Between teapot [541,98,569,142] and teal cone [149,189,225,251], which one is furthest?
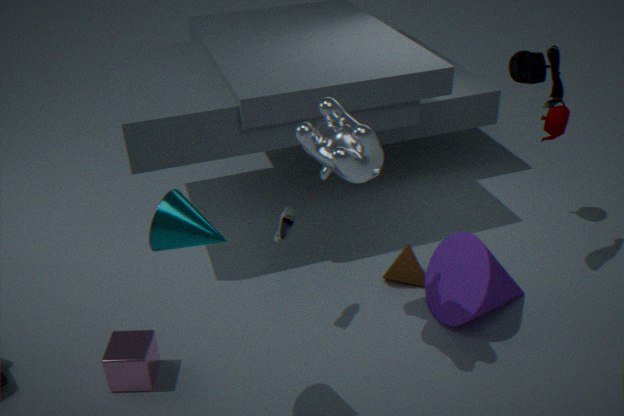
teapot [541,98,569,142]
